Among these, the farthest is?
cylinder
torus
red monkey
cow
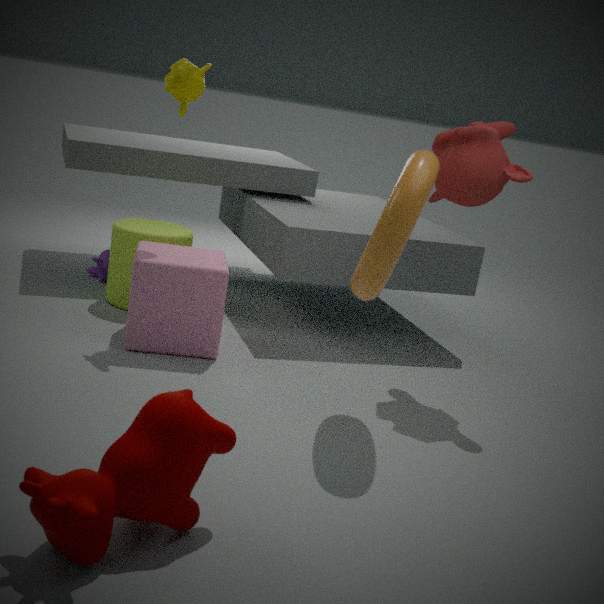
cylinder
